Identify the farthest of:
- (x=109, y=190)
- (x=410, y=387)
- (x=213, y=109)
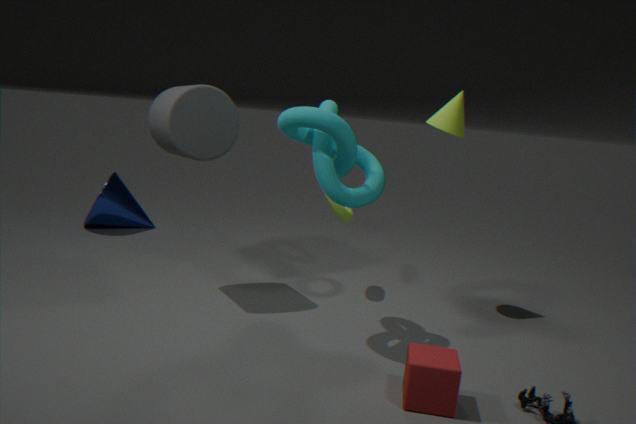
(x=109, y=190)
